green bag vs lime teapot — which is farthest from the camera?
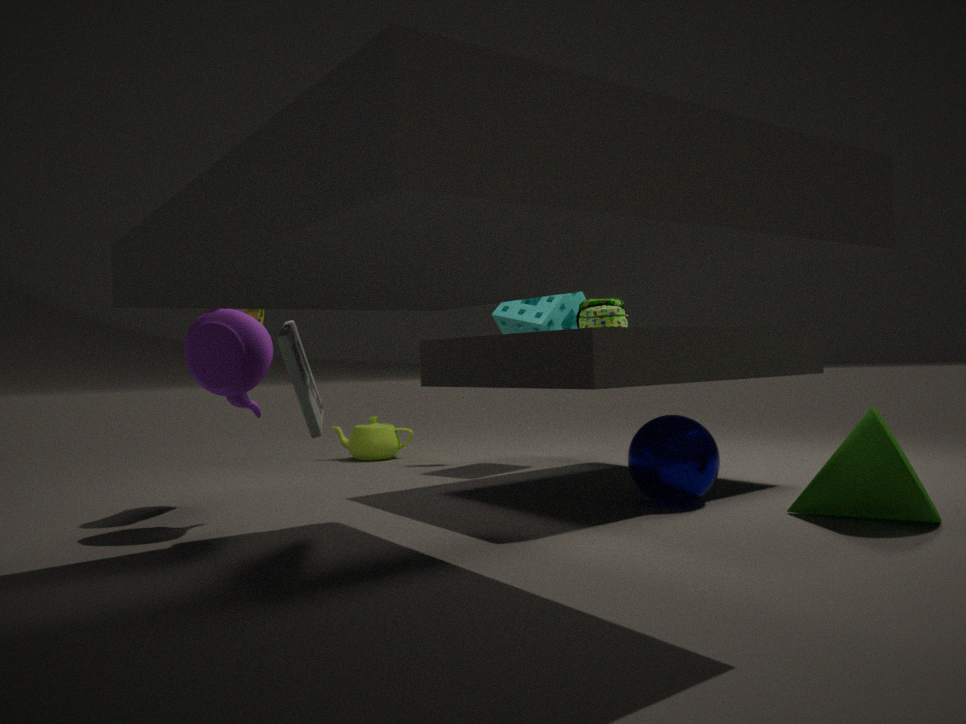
lime teapot
